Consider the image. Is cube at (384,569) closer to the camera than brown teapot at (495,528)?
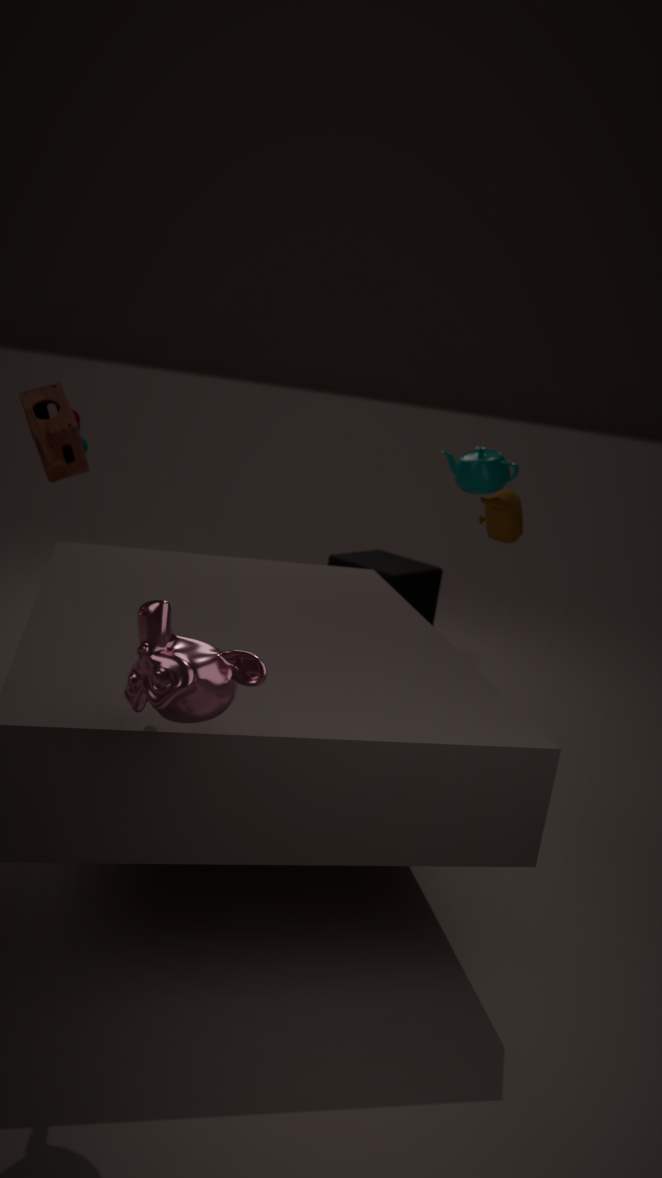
No
